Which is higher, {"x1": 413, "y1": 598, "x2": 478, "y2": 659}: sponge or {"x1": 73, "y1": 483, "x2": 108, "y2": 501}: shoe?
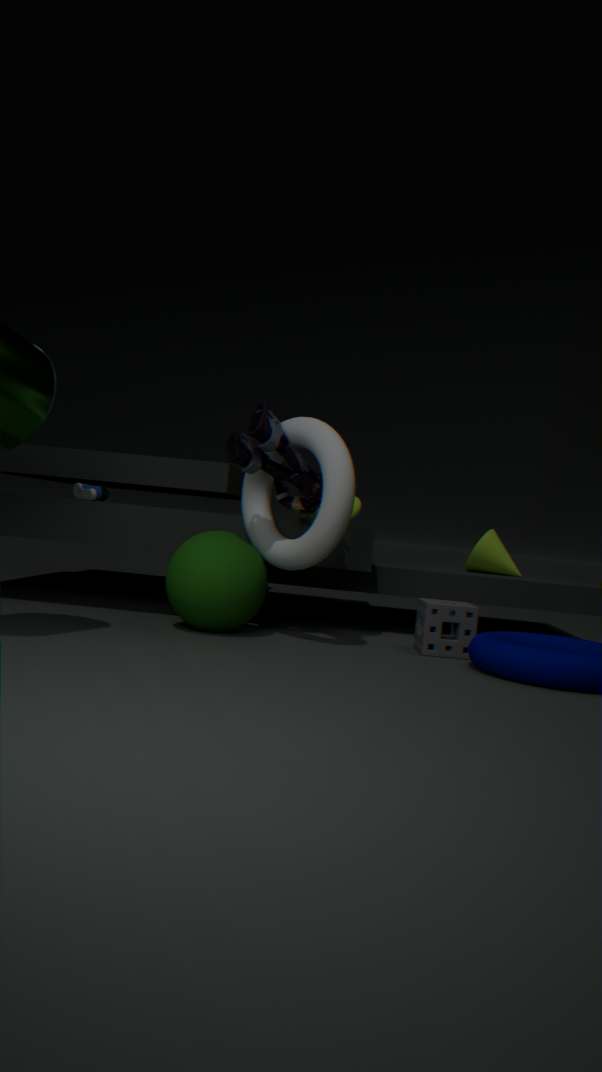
{"x1": 73, "y1": 483, "x2": 108, "y2": 501}: shoe
